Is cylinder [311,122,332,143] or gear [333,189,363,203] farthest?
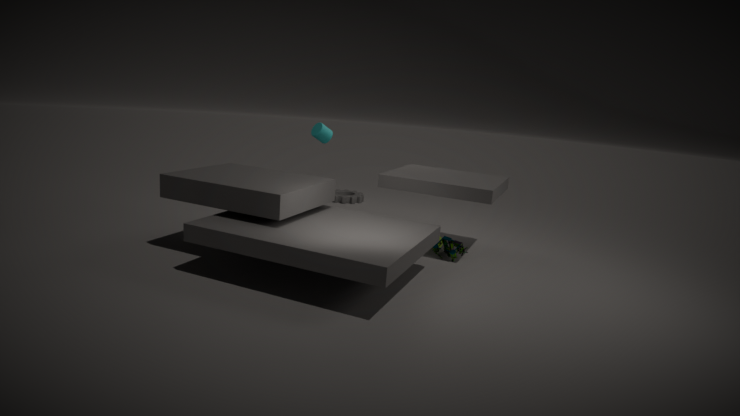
gear [333,189,363,203]
